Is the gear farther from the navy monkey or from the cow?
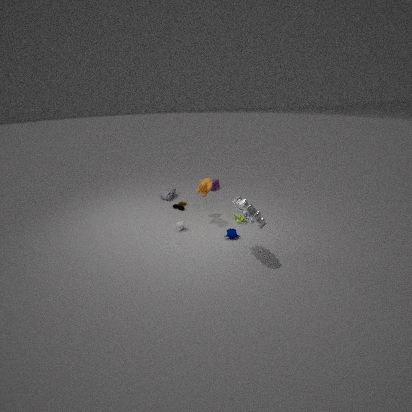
the cow
